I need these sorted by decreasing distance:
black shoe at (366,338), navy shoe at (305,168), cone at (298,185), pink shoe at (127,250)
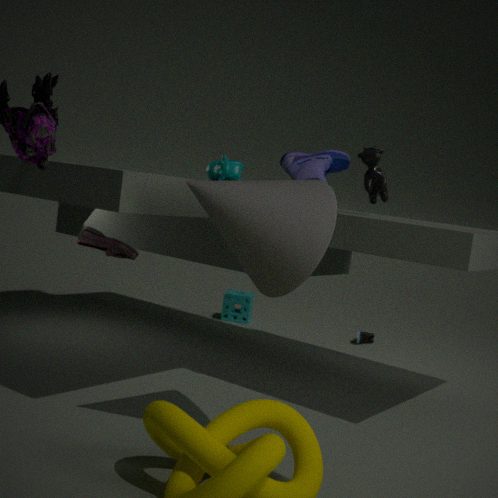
black shoe at (366,338) < pink shoe at (127,250) < navy shoe at (305,168) < cone at (298,185)
